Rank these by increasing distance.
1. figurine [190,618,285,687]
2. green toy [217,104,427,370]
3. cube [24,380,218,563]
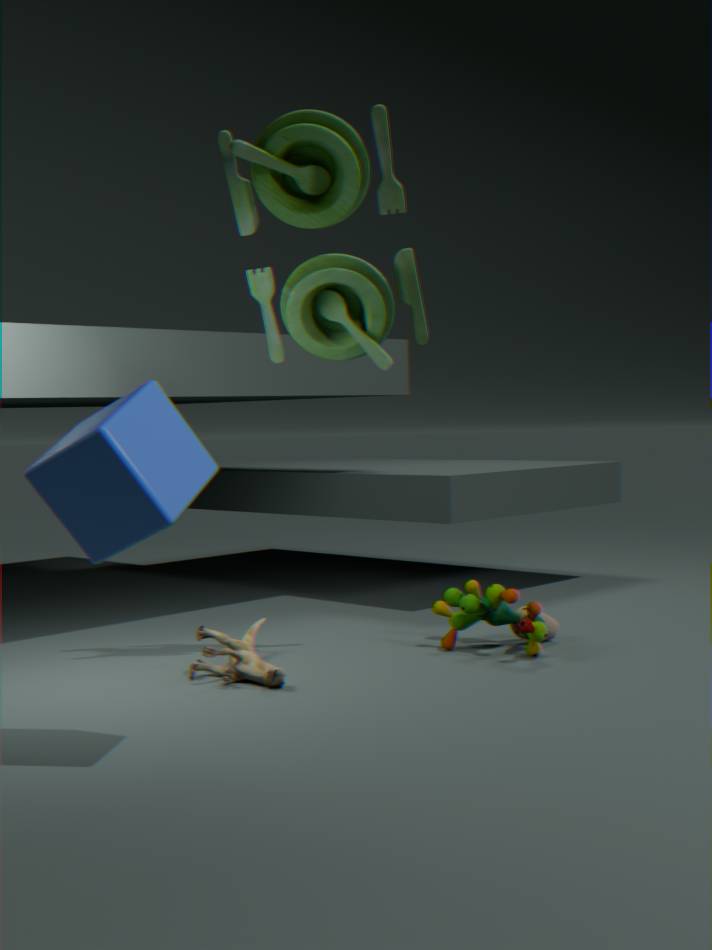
1. cube [24,380,218,563]
2. green toy [217,104,427,370]
3. figurine [190,618,285,687]
